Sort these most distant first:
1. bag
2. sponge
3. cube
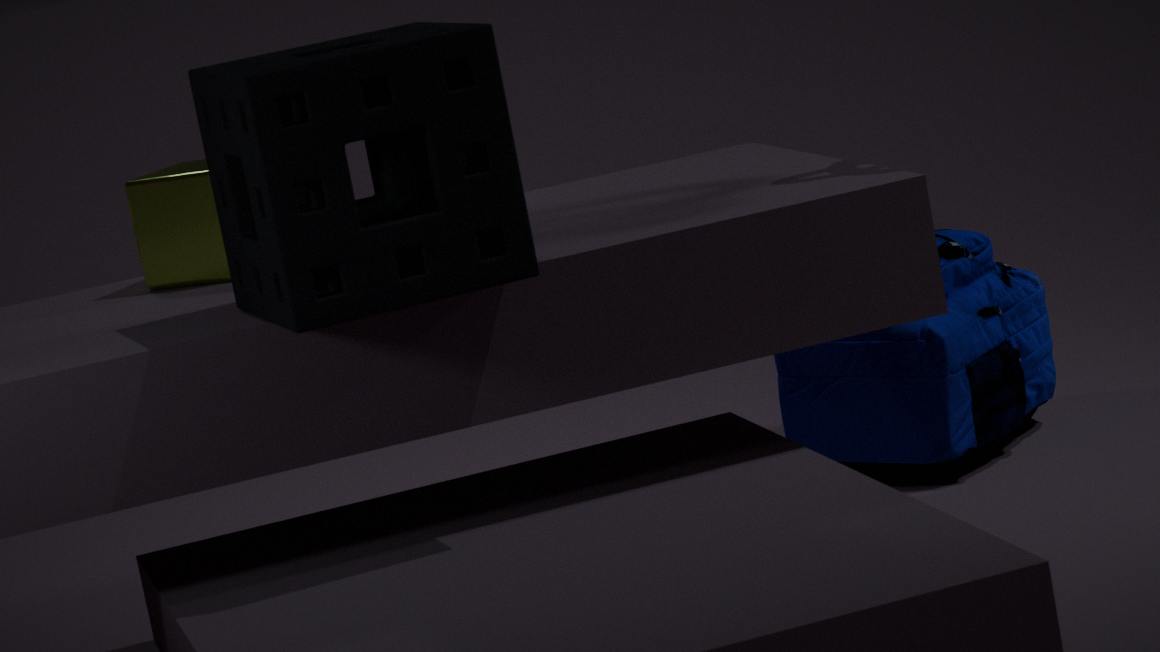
bag, cube, sponge
